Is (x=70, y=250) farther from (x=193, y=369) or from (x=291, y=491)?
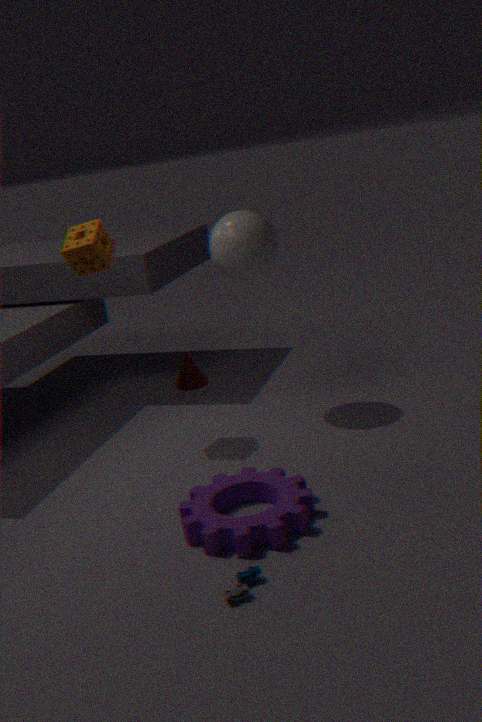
(x=291, y=491)
